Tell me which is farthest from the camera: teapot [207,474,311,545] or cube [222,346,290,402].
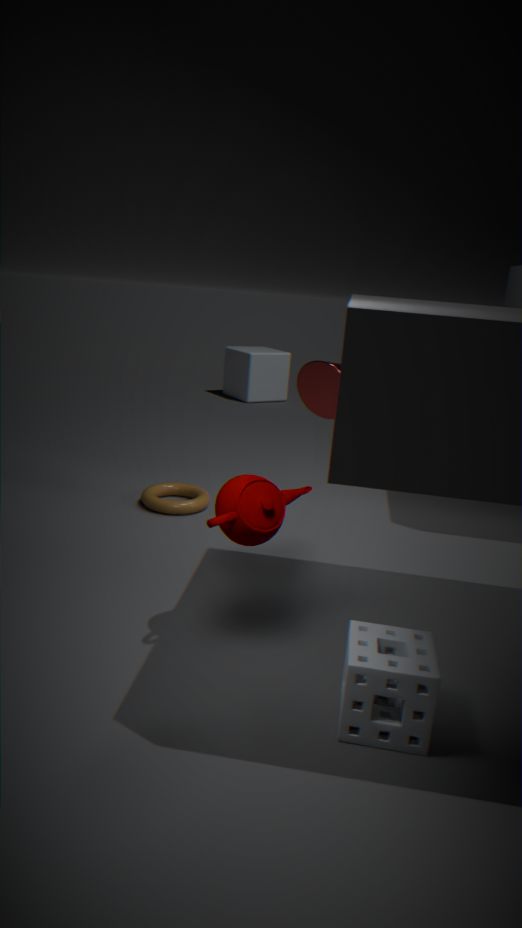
cube [222,346,290,402]
